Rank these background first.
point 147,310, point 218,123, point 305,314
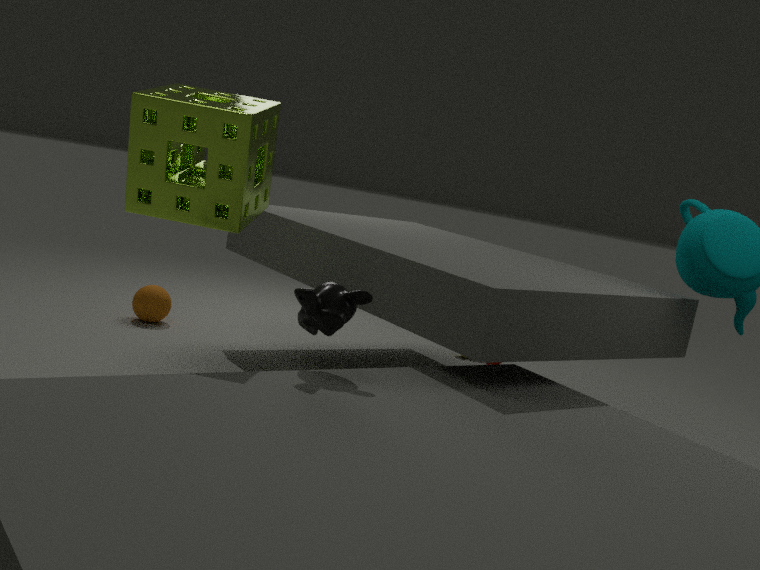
1. point 147,310
2. point 218,123
3. point 305,314
